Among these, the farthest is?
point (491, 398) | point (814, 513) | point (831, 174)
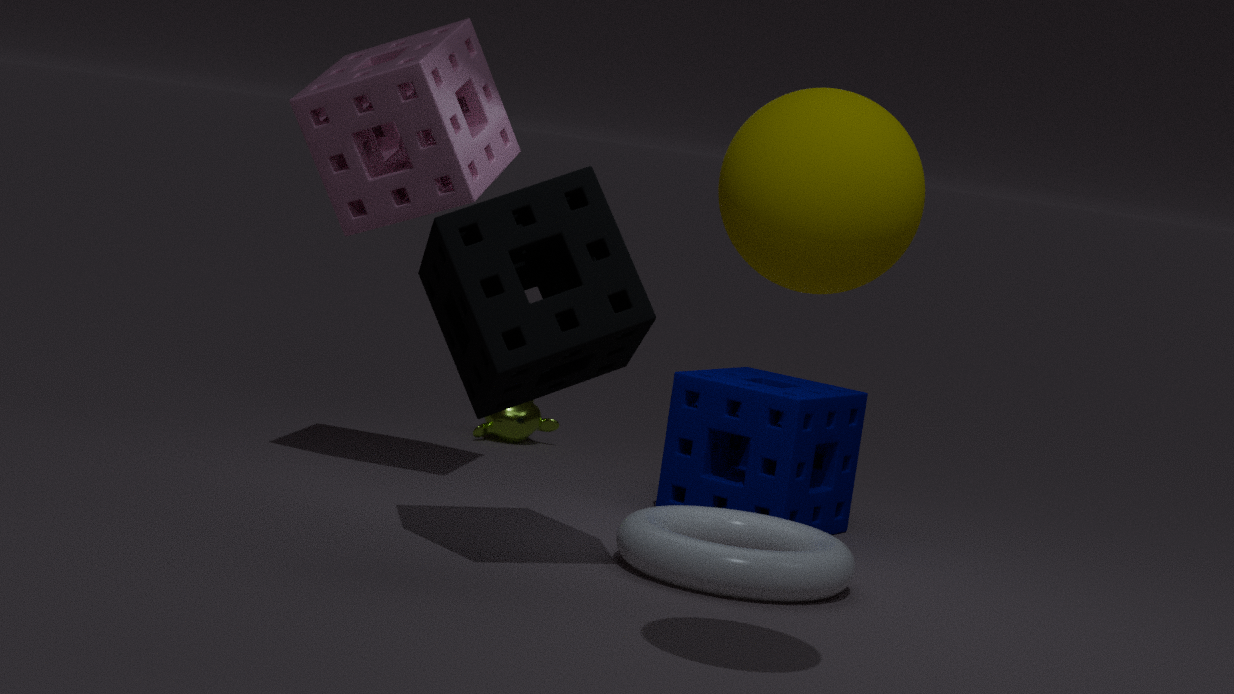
point (814, 513)
